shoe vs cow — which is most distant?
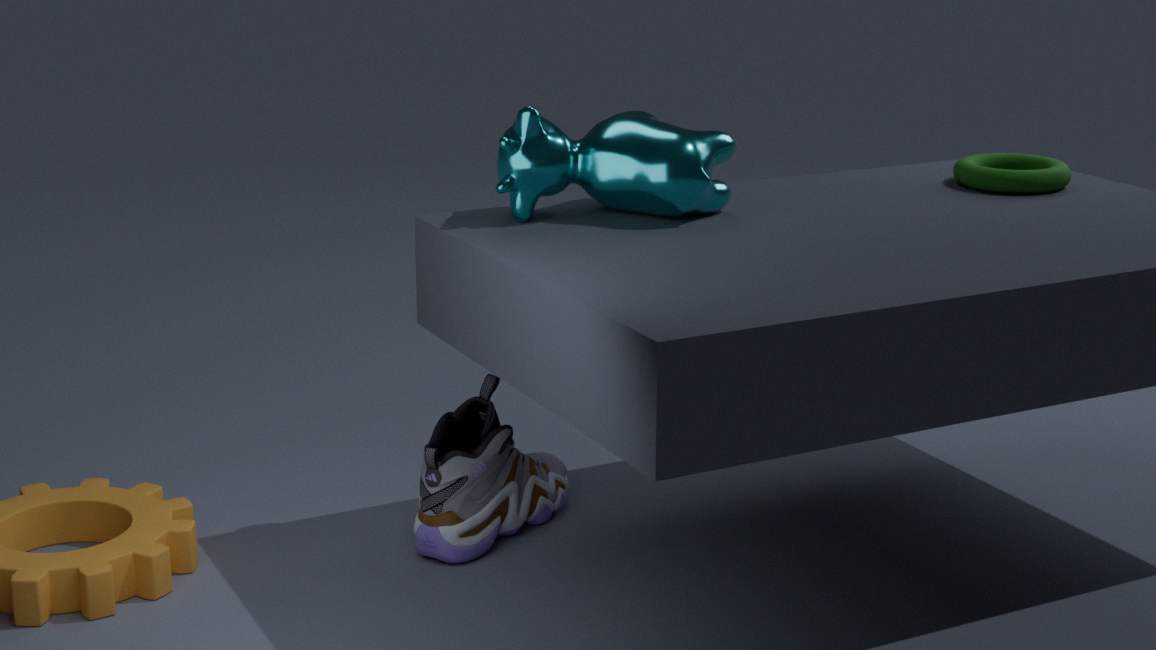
shoe
